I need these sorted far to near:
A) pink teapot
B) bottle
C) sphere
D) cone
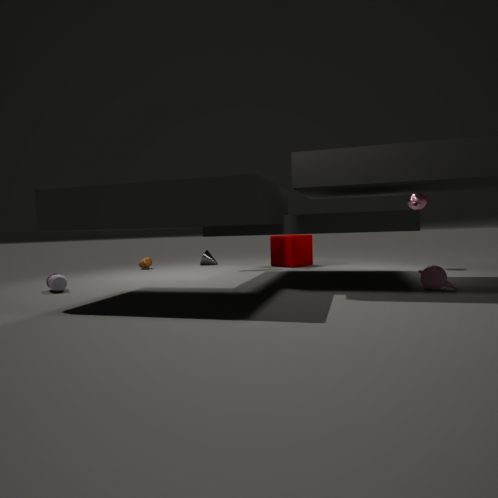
cone < sphere < bottle < pink teapot
